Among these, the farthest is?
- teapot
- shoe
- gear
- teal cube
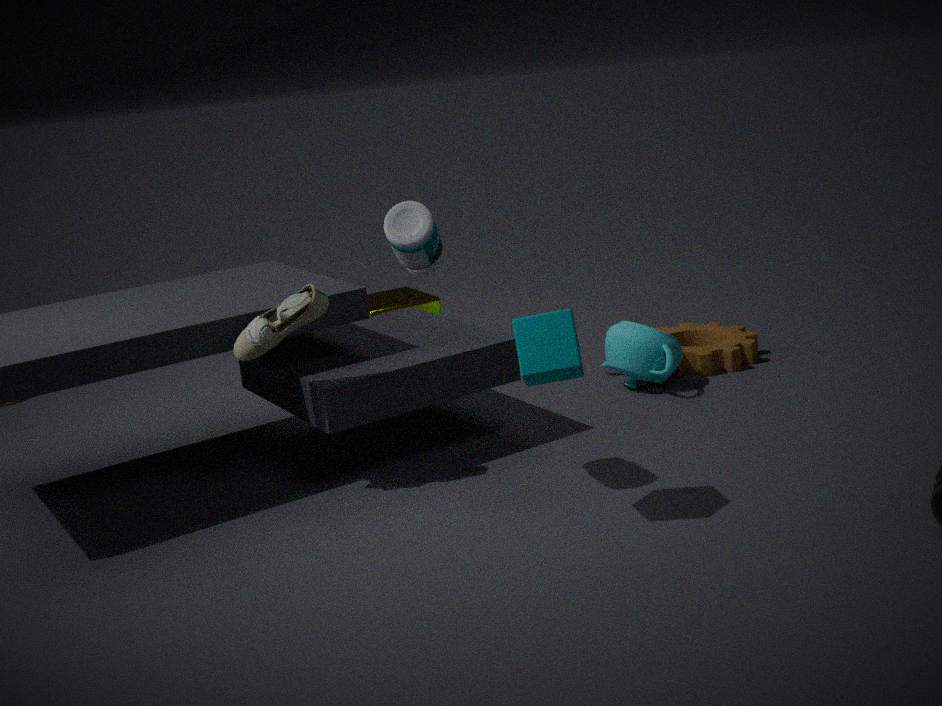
gear
